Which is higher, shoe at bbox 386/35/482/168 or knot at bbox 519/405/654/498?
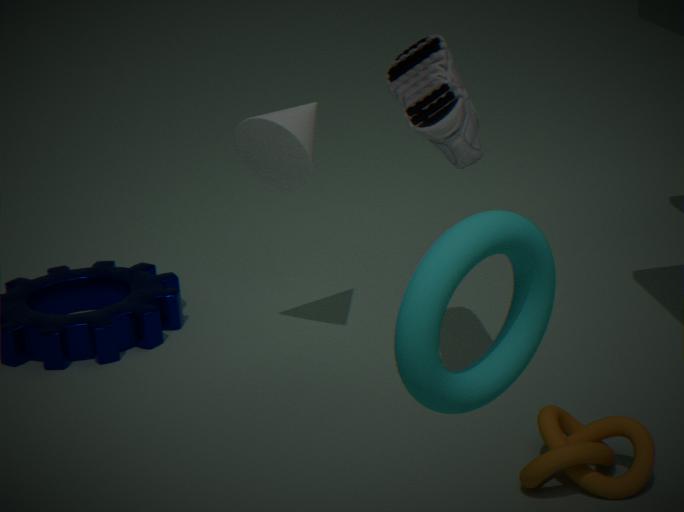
shoe at bbox 386/35/482/168
